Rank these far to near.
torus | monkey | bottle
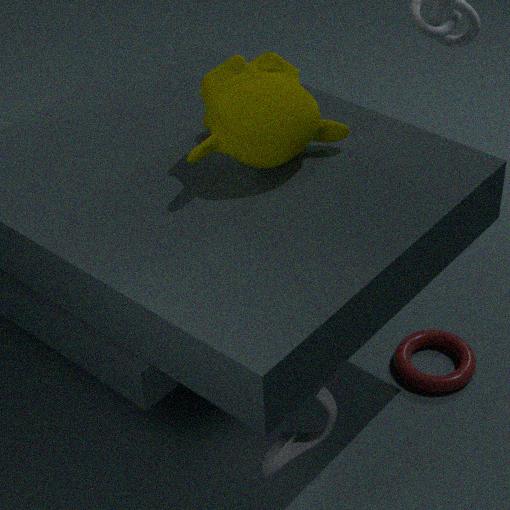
torus
monkey
bottle
